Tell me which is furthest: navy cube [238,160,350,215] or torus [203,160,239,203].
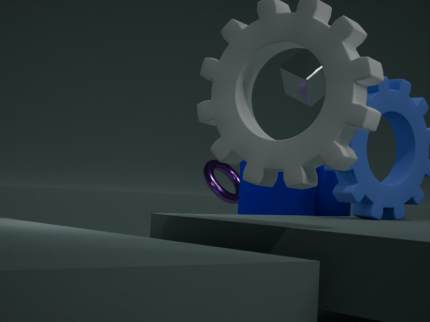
torus [203,160,239,203]
